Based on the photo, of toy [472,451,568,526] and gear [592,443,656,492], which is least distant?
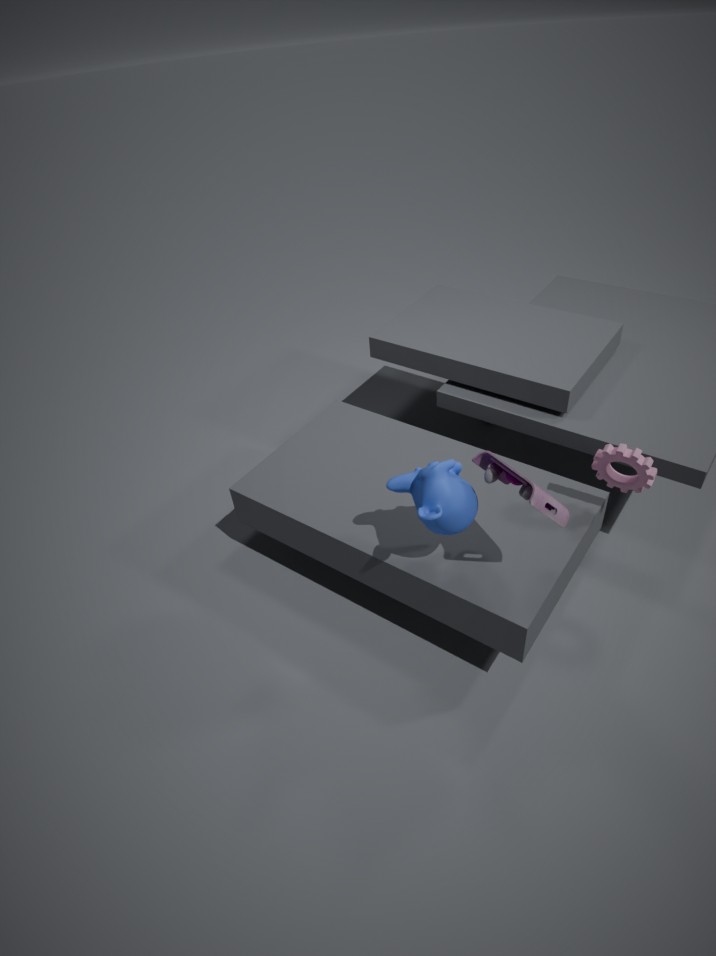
toy [472,451,568,526]
